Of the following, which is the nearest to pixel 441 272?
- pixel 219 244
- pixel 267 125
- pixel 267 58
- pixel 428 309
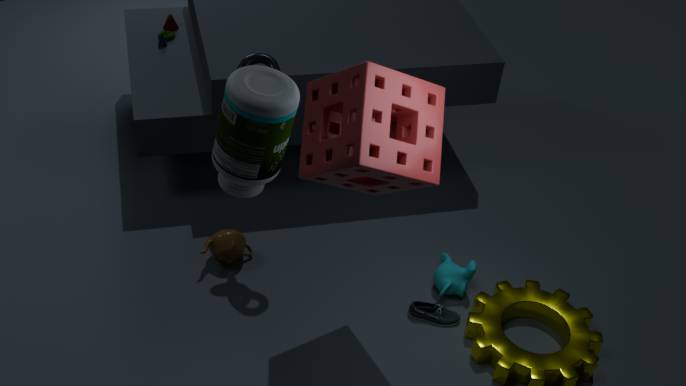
pixel 428 309
